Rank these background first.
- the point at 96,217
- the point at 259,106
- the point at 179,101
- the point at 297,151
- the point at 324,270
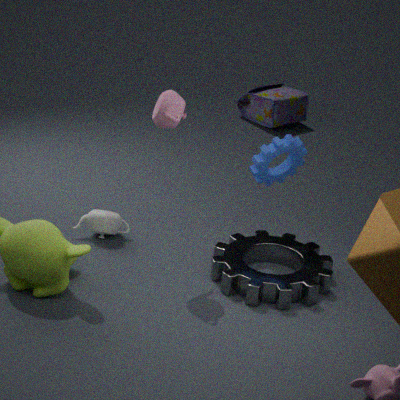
1. the point at 259,106
2. the point at 96,217
3. the point at 297,151
4. the point at 324,270
5. the point at 179,101
